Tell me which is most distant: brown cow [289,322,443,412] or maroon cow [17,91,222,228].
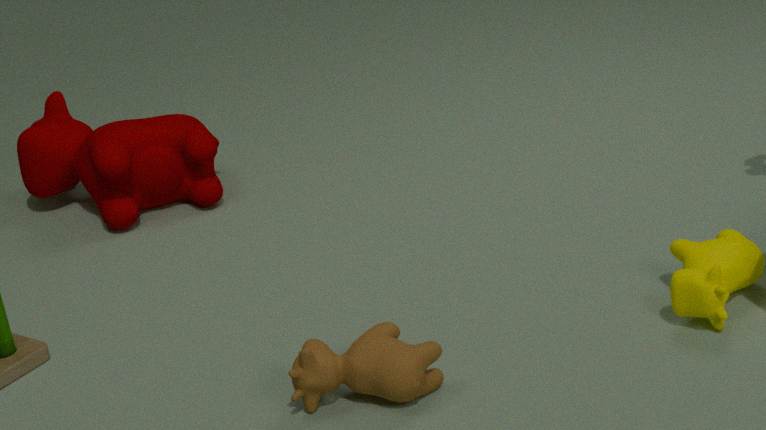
maroon cow [17,91,222,228]
